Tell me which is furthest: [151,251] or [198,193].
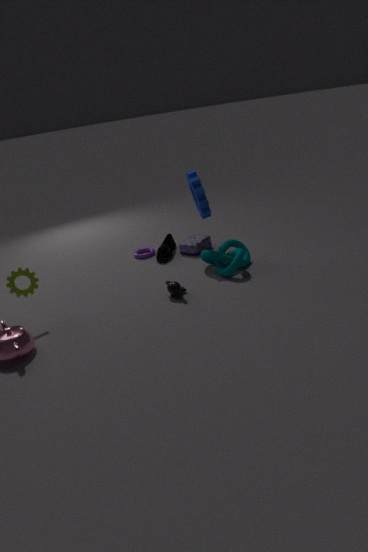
[151,251]
